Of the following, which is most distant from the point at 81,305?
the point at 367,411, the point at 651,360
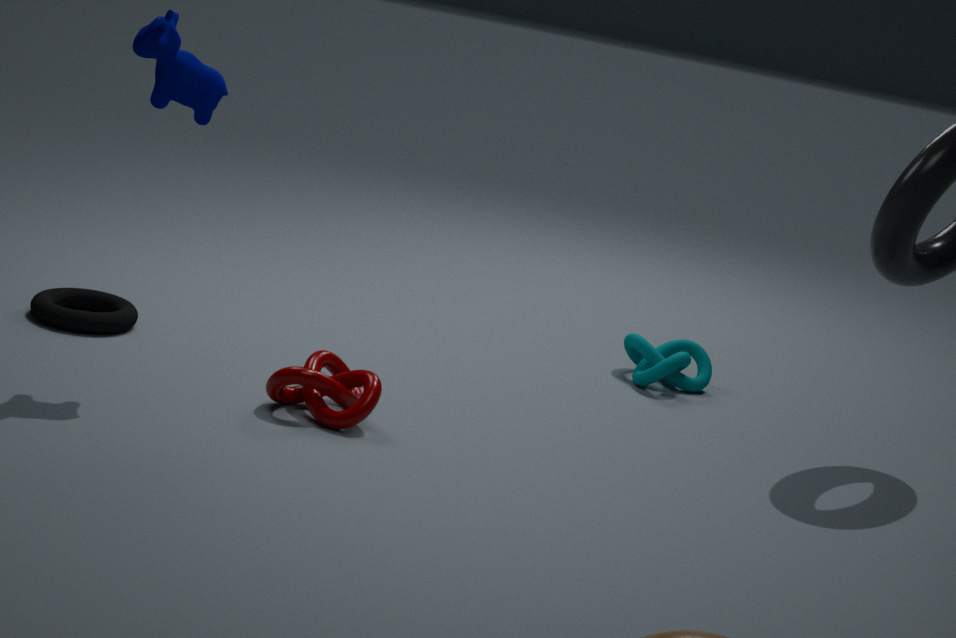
the point at 651,360
